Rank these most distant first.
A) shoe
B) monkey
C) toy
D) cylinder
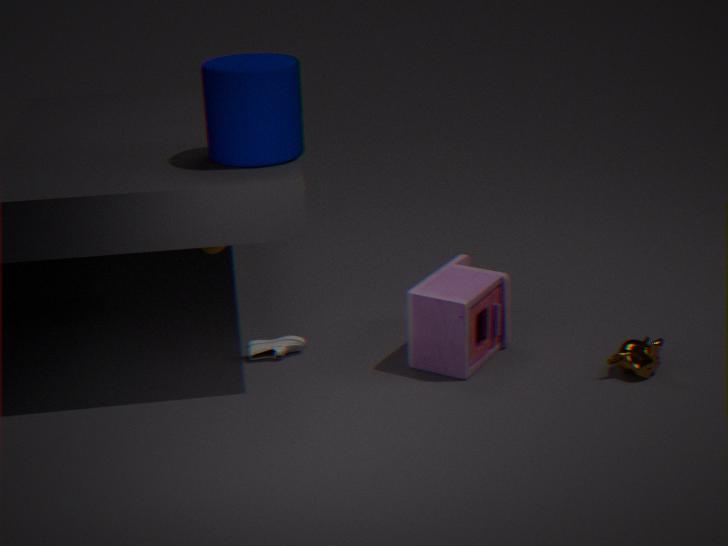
shoe → toy → monkey → cylinder
